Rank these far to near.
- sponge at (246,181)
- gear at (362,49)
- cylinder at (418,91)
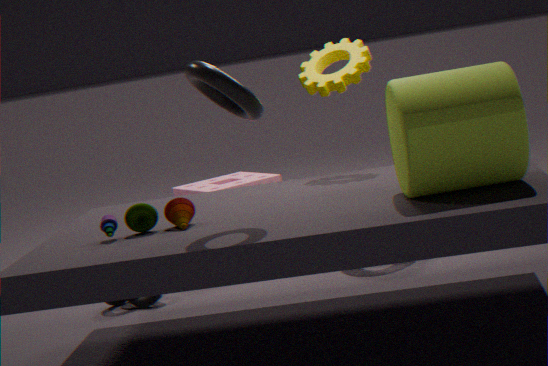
sponge at (246,181), gear at (362,49), cylinder at (418,91)
